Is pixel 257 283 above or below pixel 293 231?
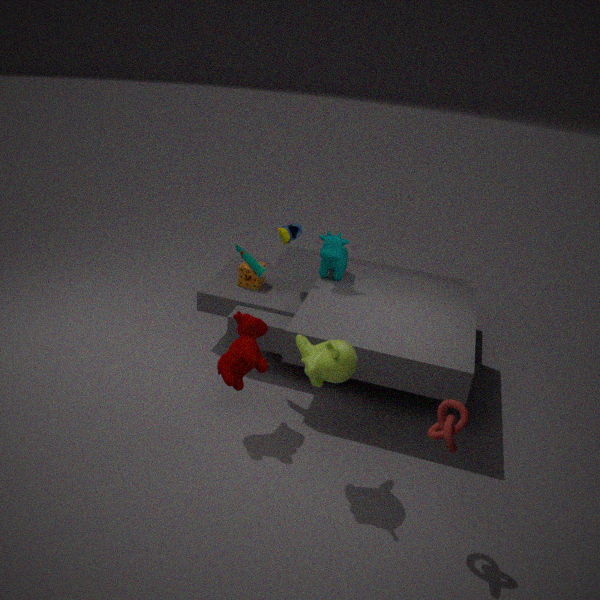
below
